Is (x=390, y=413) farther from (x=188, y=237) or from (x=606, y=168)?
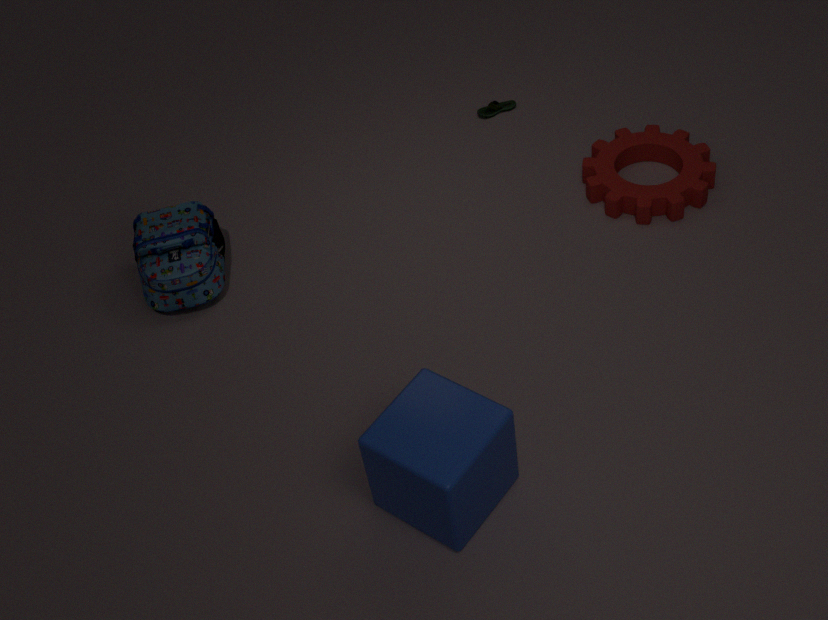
(x=606, y=168)
